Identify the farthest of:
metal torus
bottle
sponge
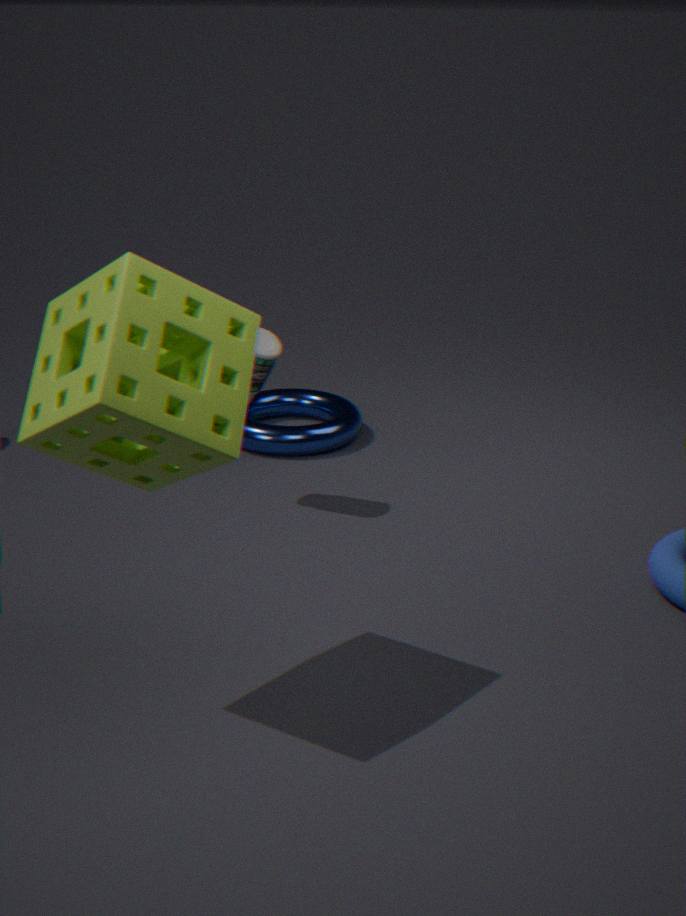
metal torus
